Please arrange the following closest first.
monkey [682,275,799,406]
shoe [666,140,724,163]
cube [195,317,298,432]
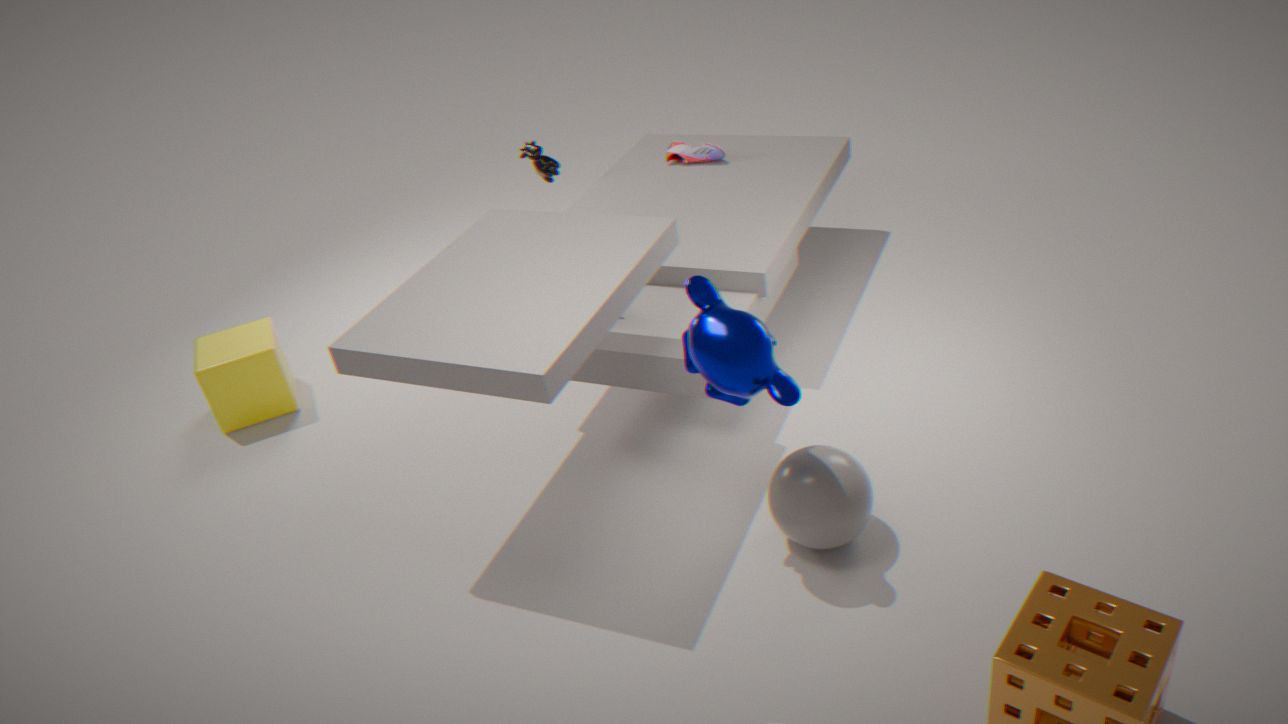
monkey [682,275,799,406]
cube [195,317,298,432]
shoe [666,140,724,163]
